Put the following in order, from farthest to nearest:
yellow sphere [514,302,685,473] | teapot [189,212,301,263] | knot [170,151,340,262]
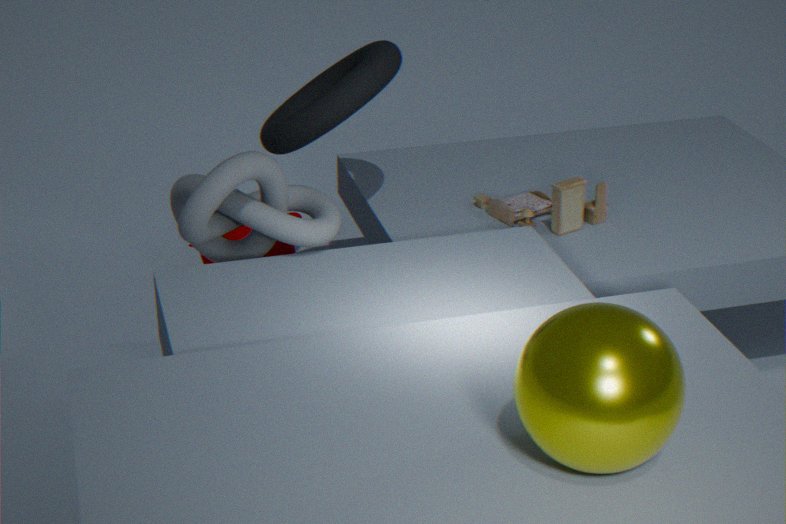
teapot [189,212,301,263] → knot [170,151,340,262] → yellow sphere [514,302,685,473]
